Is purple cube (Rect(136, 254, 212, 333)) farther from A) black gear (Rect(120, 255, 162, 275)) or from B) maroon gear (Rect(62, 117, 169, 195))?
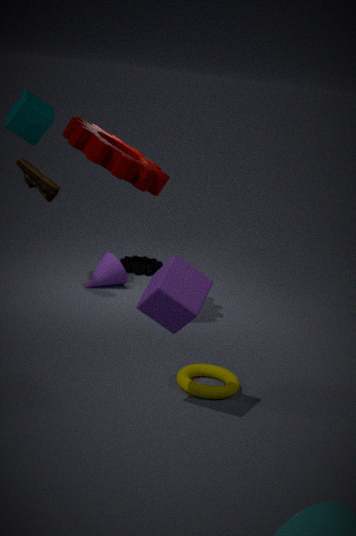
A) black gear (Rect(120, 255, 162, 275))
